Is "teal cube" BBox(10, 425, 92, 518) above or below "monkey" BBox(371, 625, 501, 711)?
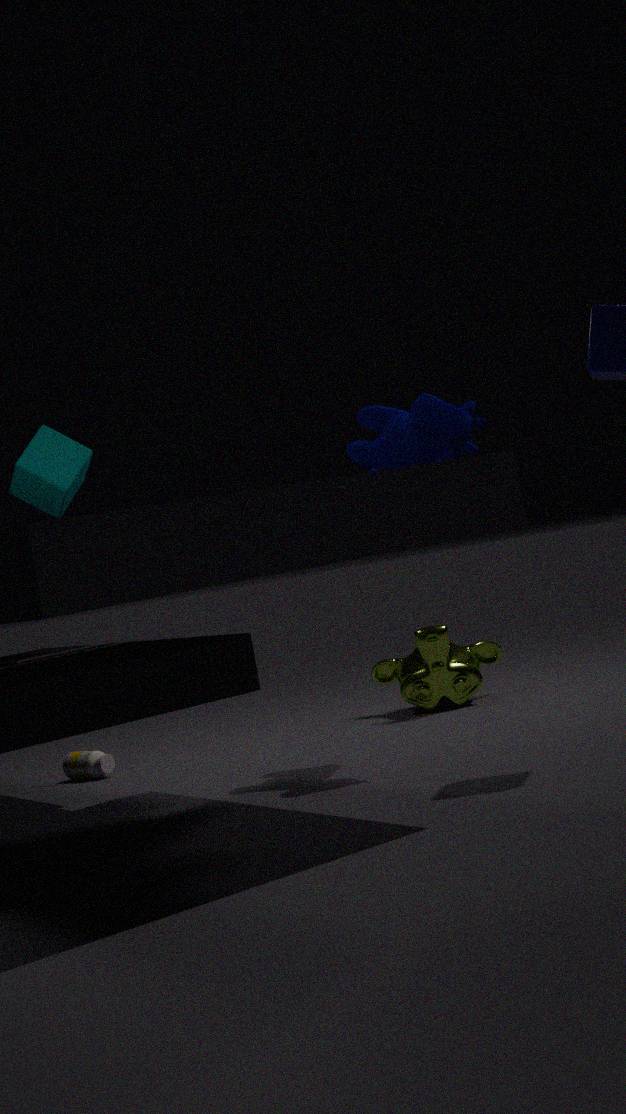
above
